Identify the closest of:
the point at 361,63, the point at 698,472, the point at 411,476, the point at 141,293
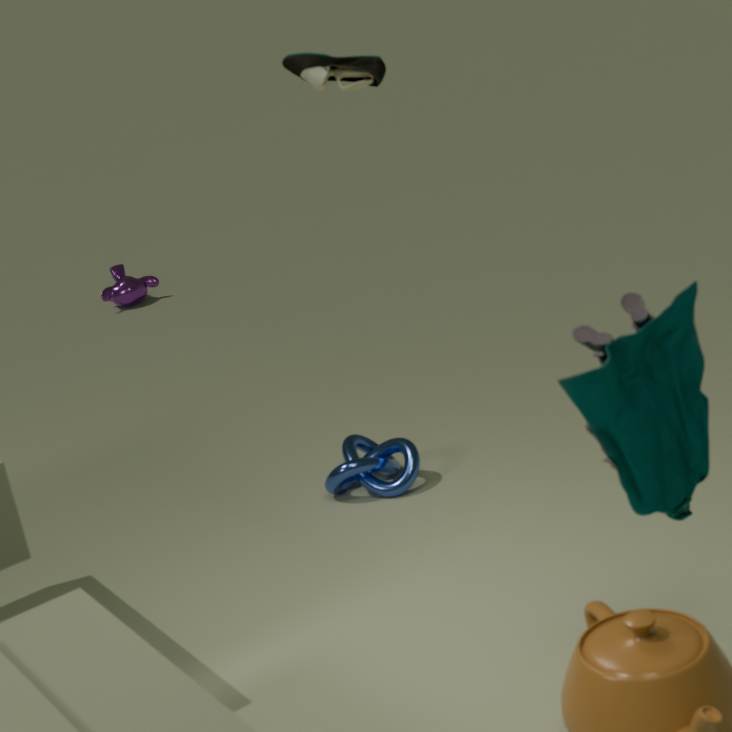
the point at 698,472
